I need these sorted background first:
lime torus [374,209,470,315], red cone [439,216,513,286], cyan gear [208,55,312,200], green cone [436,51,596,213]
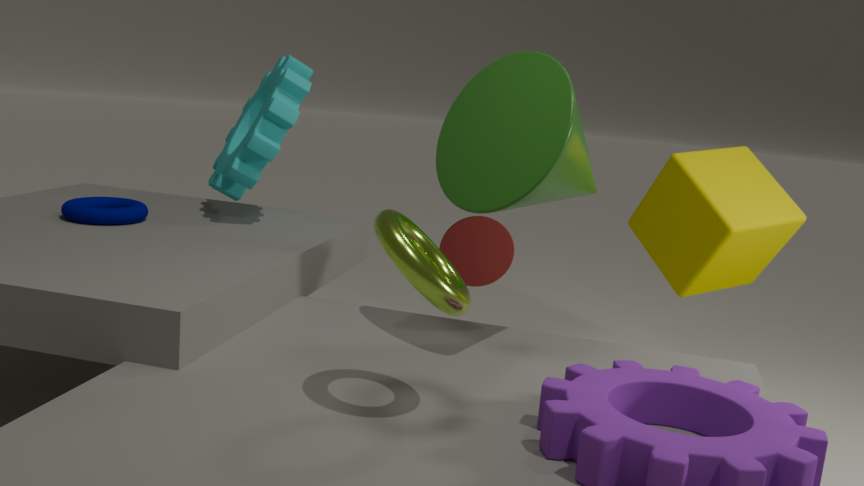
1. cyan gear [208,55,312,200]
2. red cone [439,216,513,286]
3. green cone [436,51,596,213]
4. lime torus [374,209,470,315]
